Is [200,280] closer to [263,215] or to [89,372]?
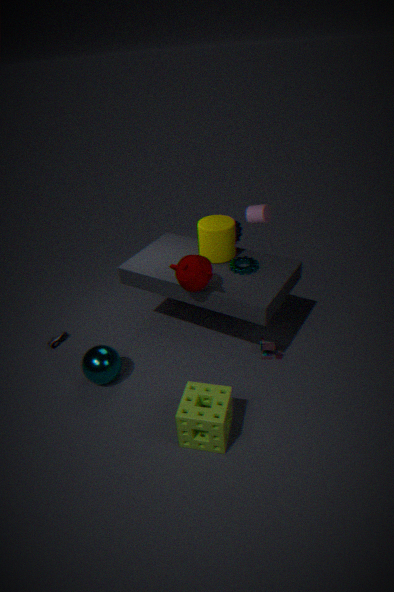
[263,215]
